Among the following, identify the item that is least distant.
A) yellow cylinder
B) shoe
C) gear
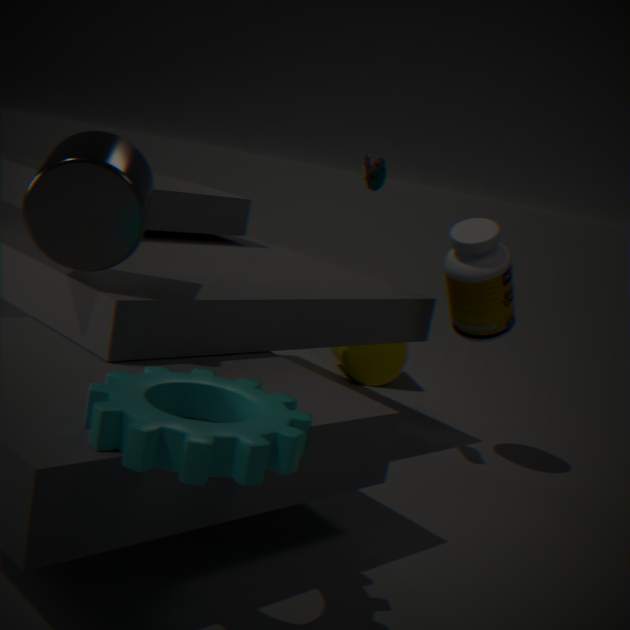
gear
